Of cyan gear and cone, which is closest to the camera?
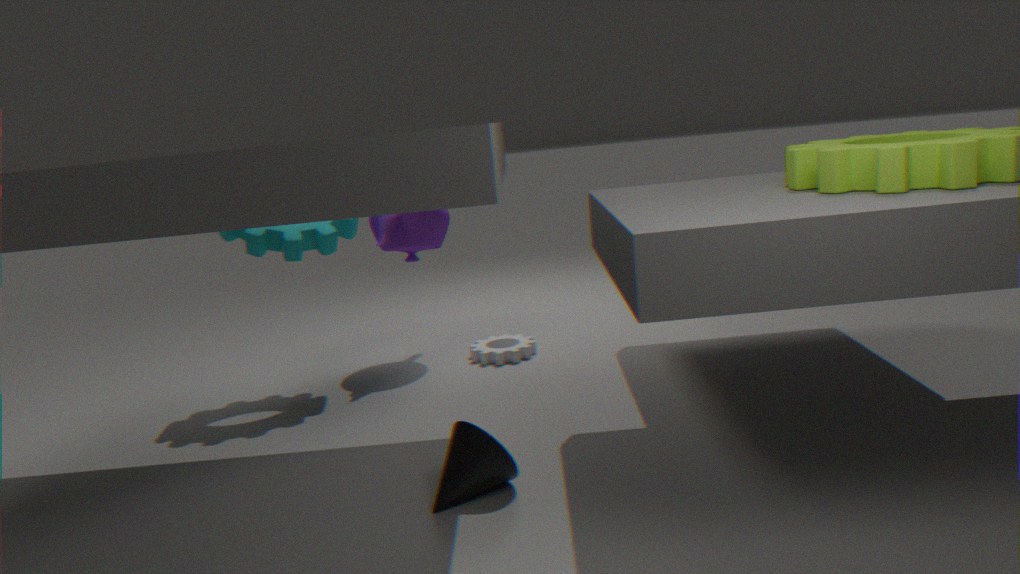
cone
